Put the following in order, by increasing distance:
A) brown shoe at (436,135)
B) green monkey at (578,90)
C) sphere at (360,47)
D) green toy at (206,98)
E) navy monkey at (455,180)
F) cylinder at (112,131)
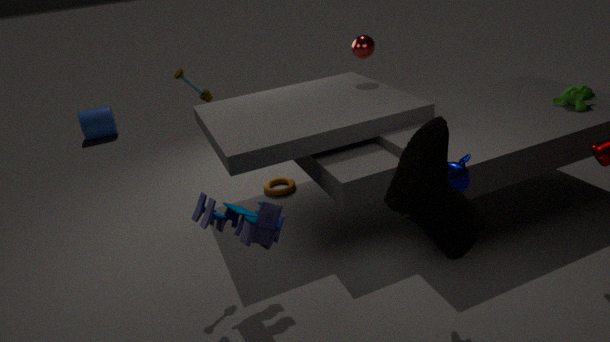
1. brown shoe at (436,135)
2. navy monkey at (455,180)
3. green toy at (206,98)
4. green monkey at (578,90)
5. sphere at (360,47)
6. cylinder at (112,131)
